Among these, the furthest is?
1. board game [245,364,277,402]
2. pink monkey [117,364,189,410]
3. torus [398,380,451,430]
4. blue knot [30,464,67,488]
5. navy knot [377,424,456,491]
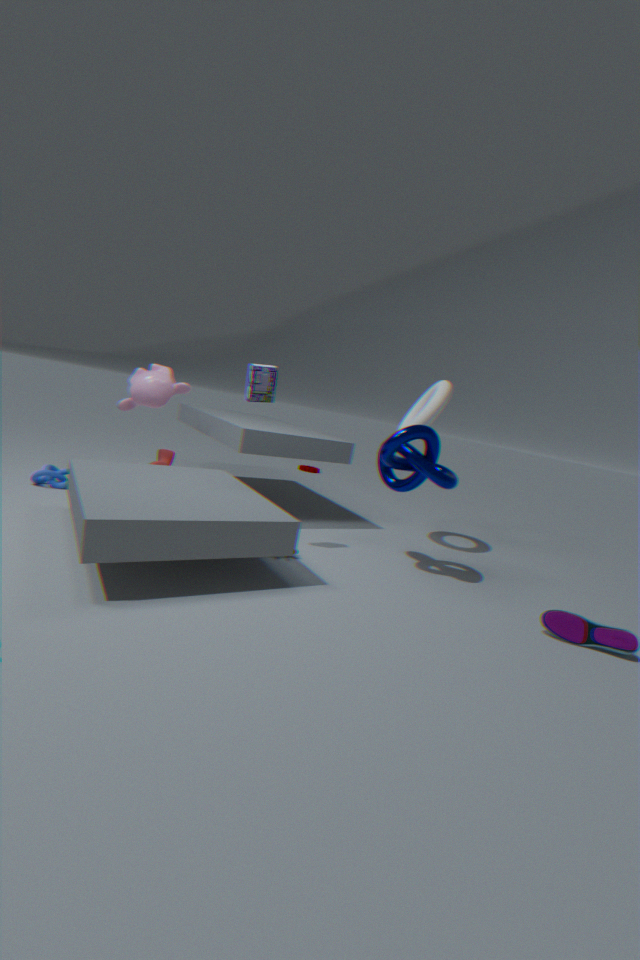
pink monkey [117,364,189,410]
